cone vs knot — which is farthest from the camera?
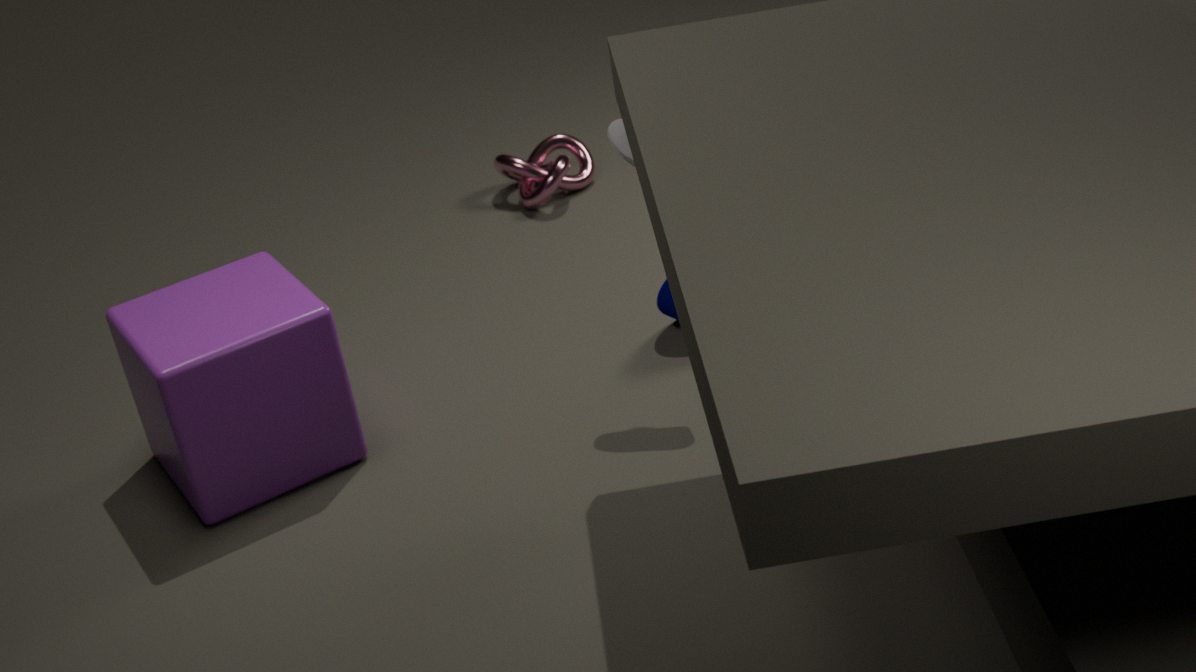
knot
